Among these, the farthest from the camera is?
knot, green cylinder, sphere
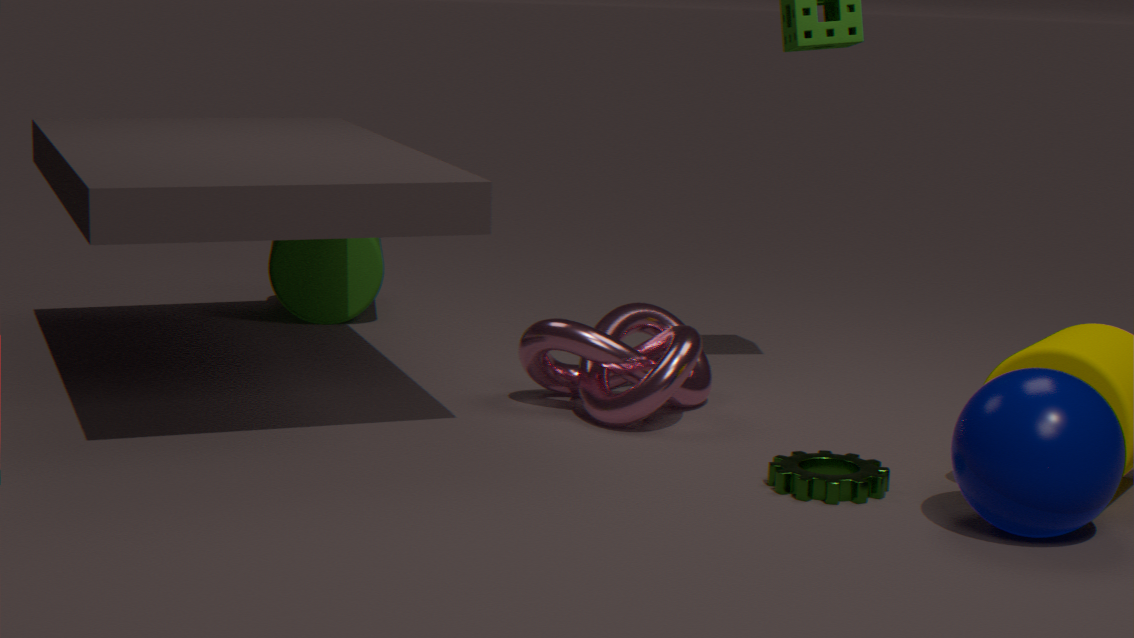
green cylinder
